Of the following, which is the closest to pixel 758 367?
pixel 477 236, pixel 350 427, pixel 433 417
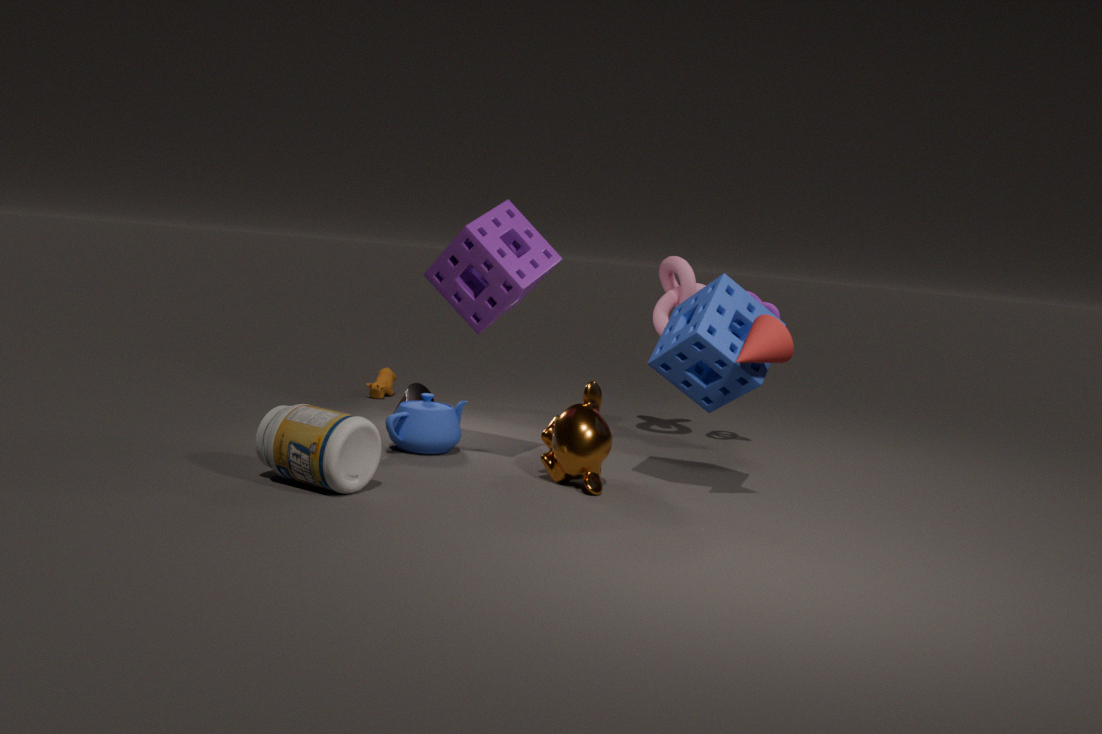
pixel 477 236
